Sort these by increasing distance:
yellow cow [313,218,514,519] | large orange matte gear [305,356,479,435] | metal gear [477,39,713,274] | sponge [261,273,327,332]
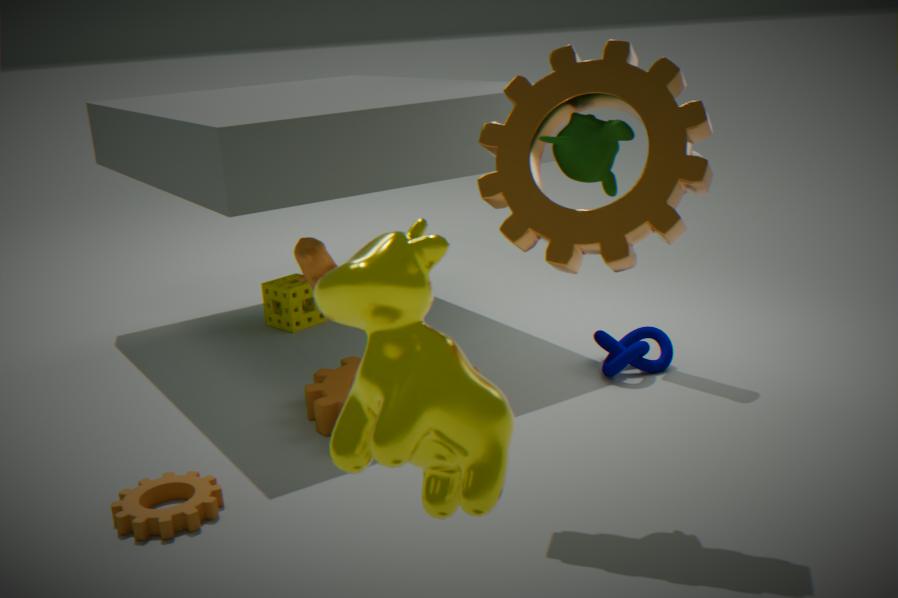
yellow cow [313,218,514,519]
metal gear [477,39,713,274]
large orange matte gear [305,356,479,435]
sponge [261,273,327,332]
